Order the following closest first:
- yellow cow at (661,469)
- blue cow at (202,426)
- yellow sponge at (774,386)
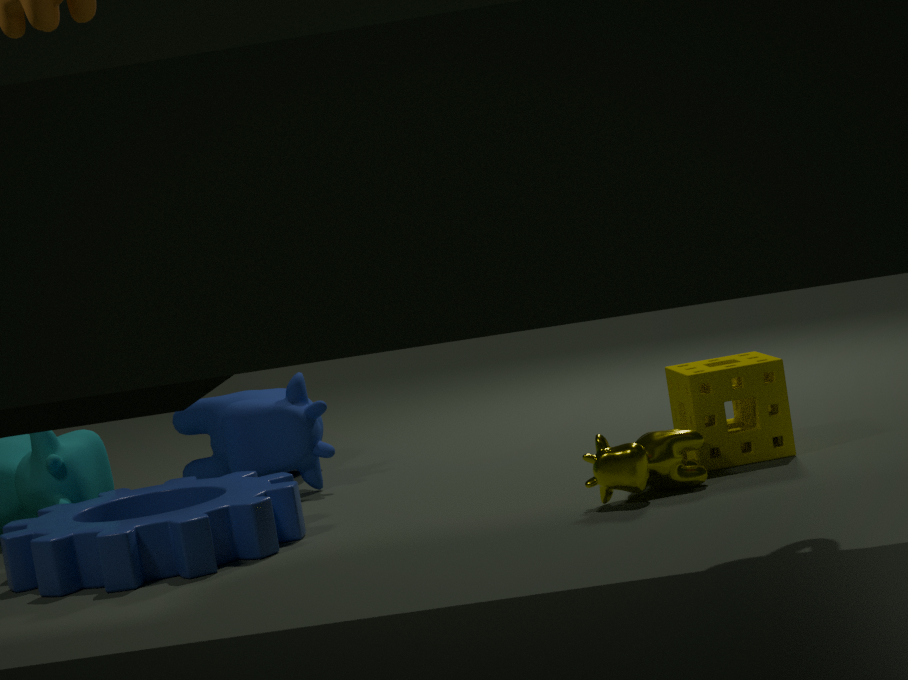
yellow cow at (661,469), yellow sponge at (774,386), blue cow at (202,426)
